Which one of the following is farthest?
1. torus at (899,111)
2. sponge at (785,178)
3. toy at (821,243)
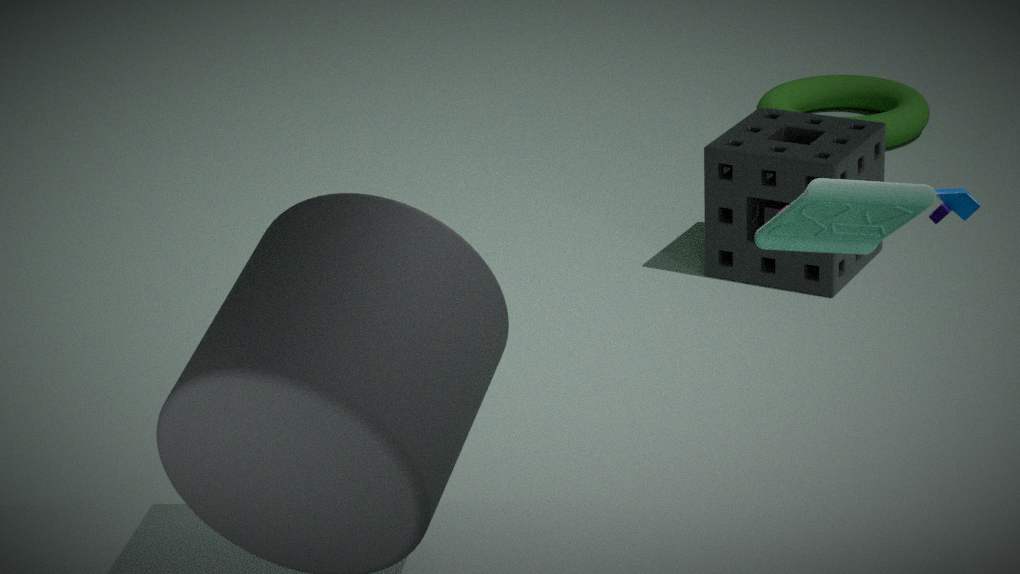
torus at (899,111)
